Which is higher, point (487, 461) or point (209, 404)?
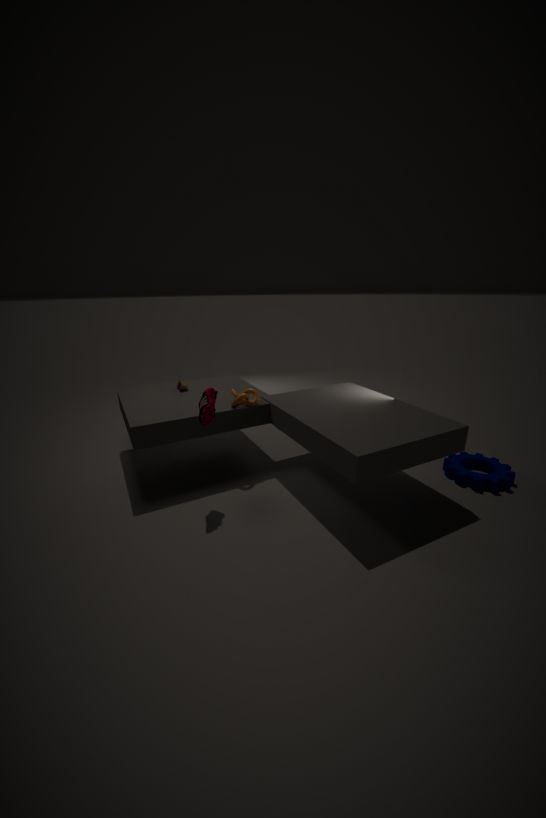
point (209, 404)
